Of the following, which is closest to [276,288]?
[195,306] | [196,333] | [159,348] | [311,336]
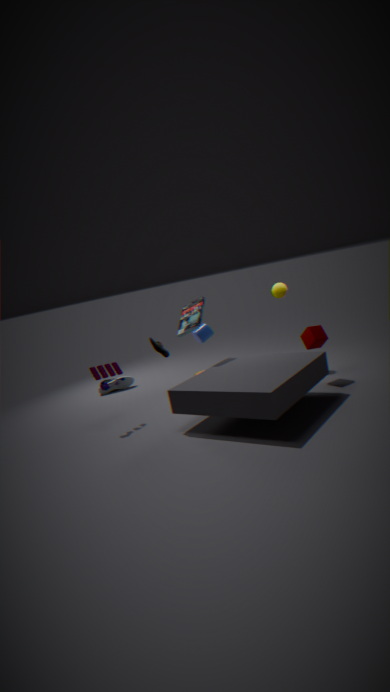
[311,336]
